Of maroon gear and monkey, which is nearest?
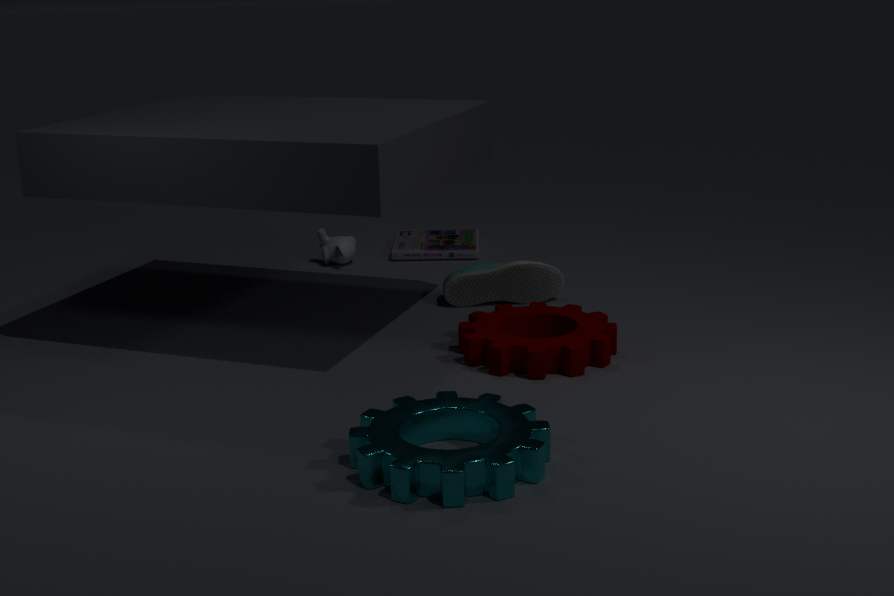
maroon gear
